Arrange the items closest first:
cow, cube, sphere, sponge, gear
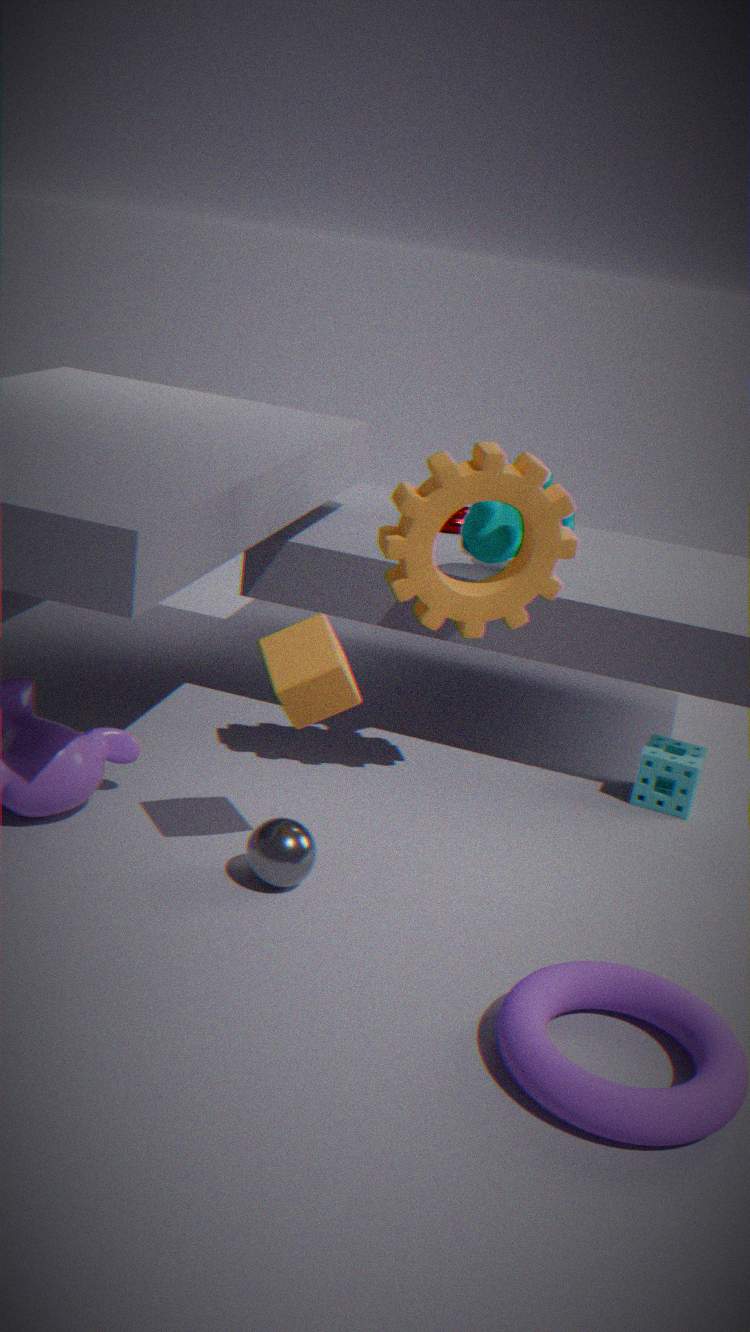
cube, sphere, gear, cow, sponge
